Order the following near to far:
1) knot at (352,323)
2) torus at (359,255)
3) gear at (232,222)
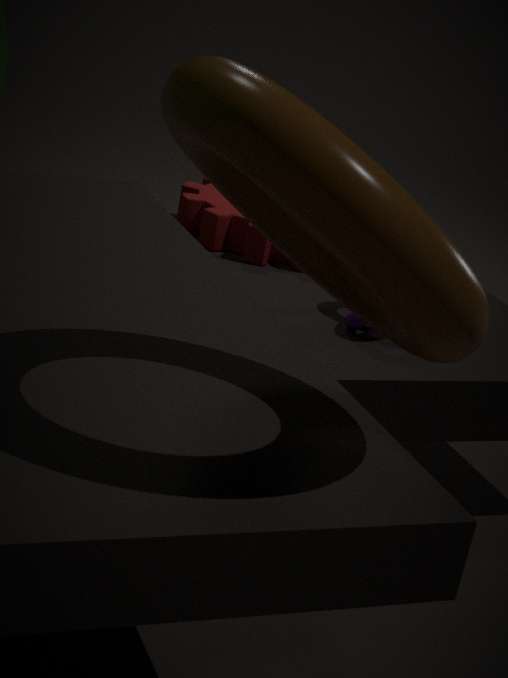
1. 2. torus at (359,255)
2. 1. knot at (352,323)
3. 3. gear at (232,222)
